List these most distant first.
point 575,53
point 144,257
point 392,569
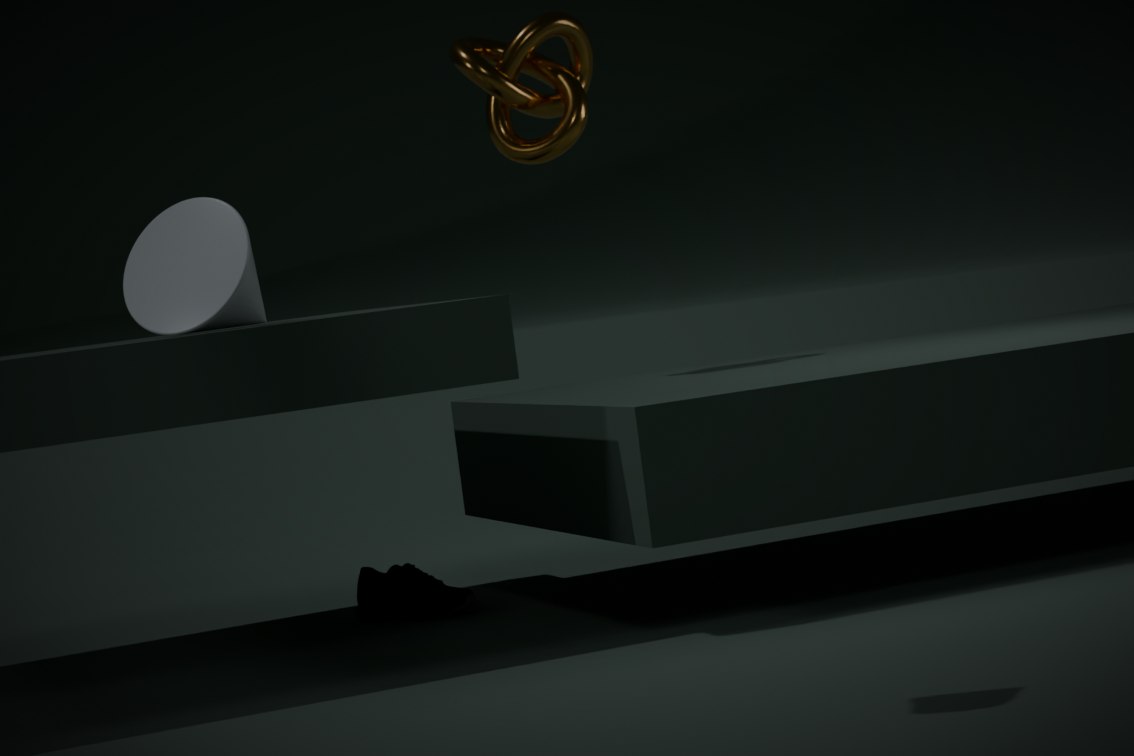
point 575,53 < point 392,569 < point 144,257
